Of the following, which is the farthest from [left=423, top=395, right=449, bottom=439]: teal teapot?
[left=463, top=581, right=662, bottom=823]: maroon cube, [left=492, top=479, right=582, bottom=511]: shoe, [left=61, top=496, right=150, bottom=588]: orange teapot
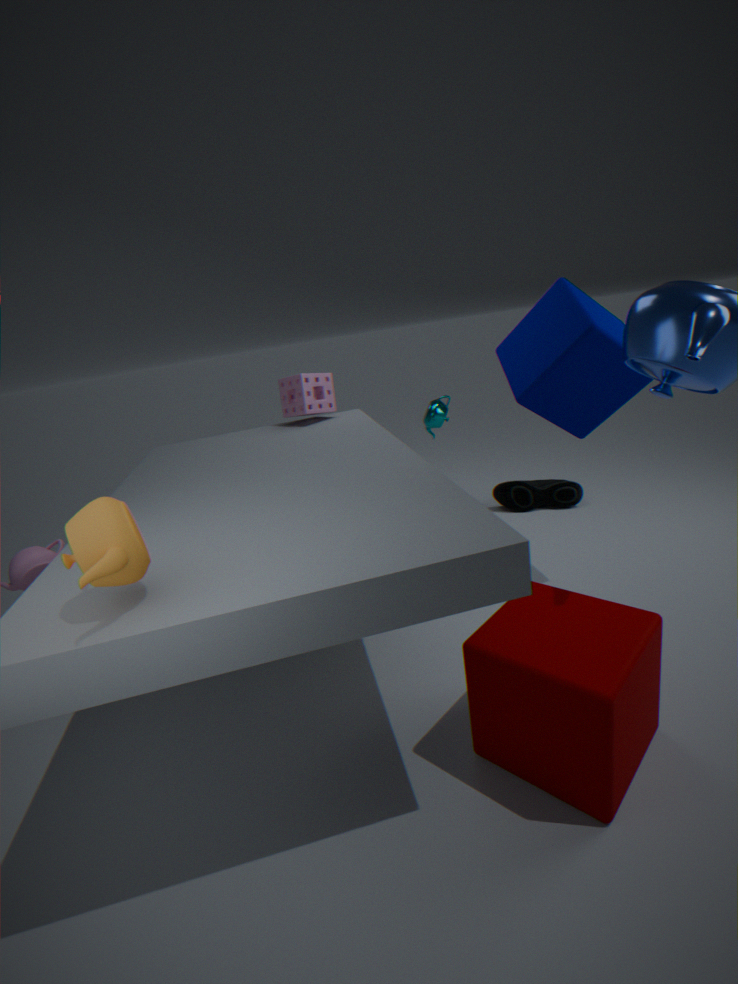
[left=61, top=496, right=150, bottom=588]: orange teapot
